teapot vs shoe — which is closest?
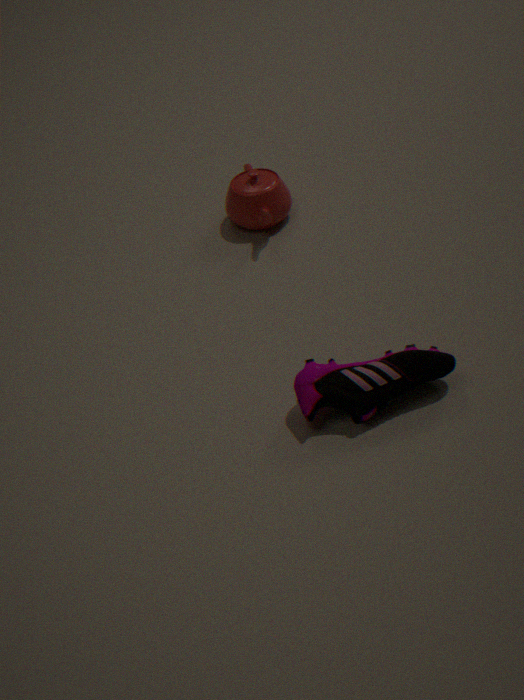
shoe
